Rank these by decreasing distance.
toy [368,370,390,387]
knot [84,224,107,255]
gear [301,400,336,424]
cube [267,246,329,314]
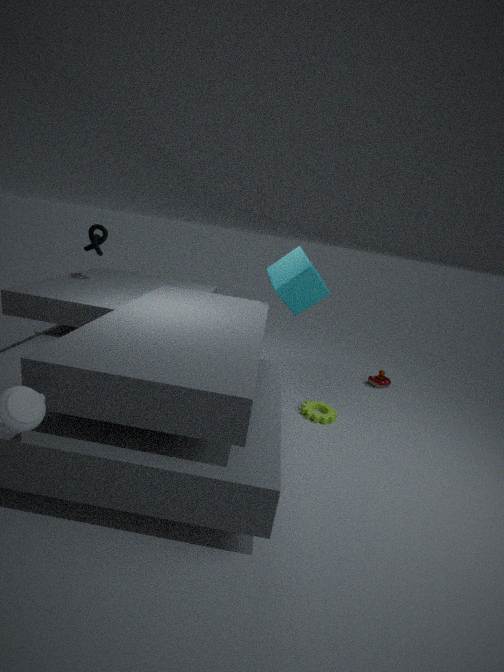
1. toy [368,370,390,387]
2. knot [84,224,107,255]
3. cube [267,246,329,314]
4. gear [301,400,336,424]
